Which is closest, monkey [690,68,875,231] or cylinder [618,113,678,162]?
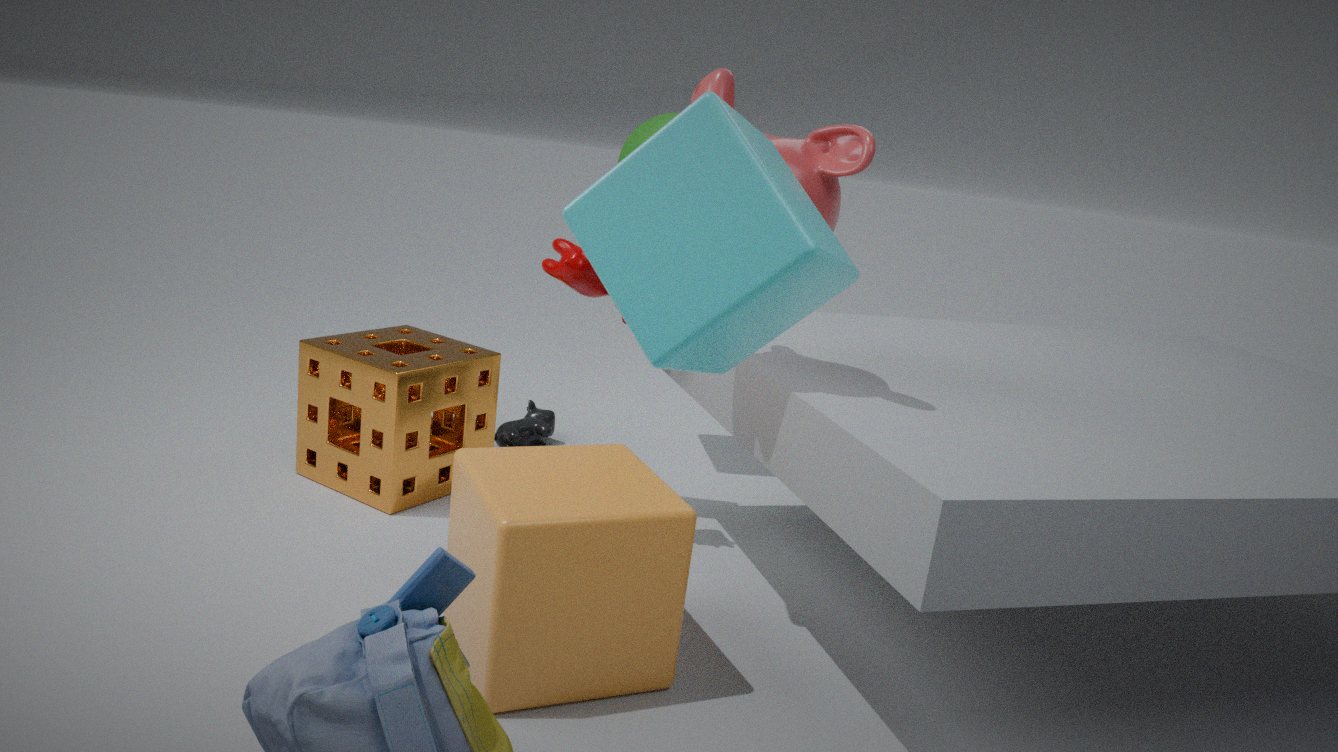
monkey [690,68,875,231]
